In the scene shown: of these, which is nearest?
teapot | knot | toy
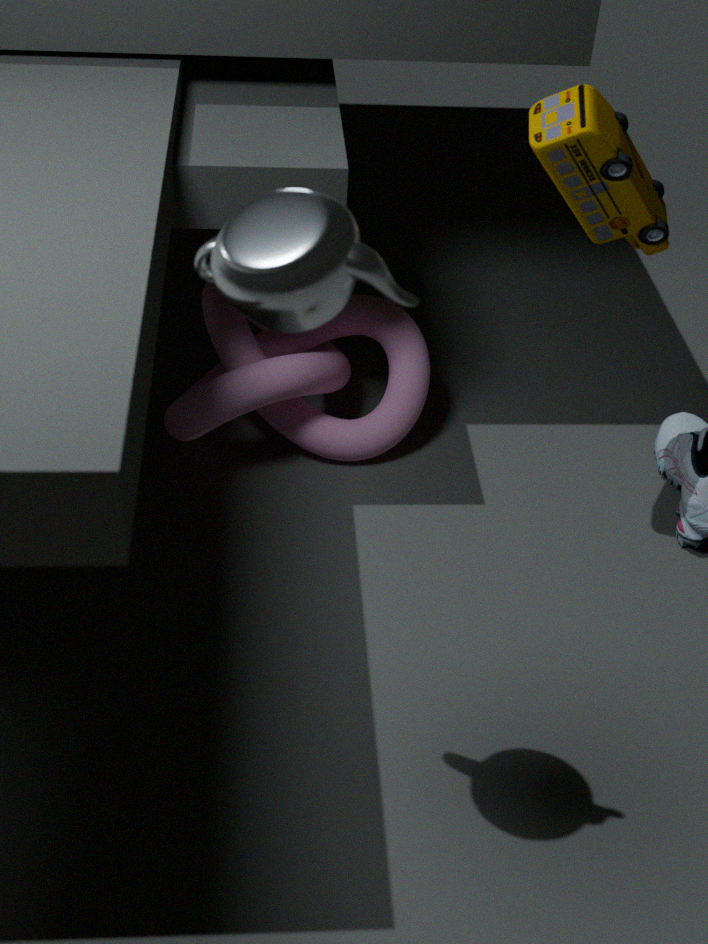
teapot
